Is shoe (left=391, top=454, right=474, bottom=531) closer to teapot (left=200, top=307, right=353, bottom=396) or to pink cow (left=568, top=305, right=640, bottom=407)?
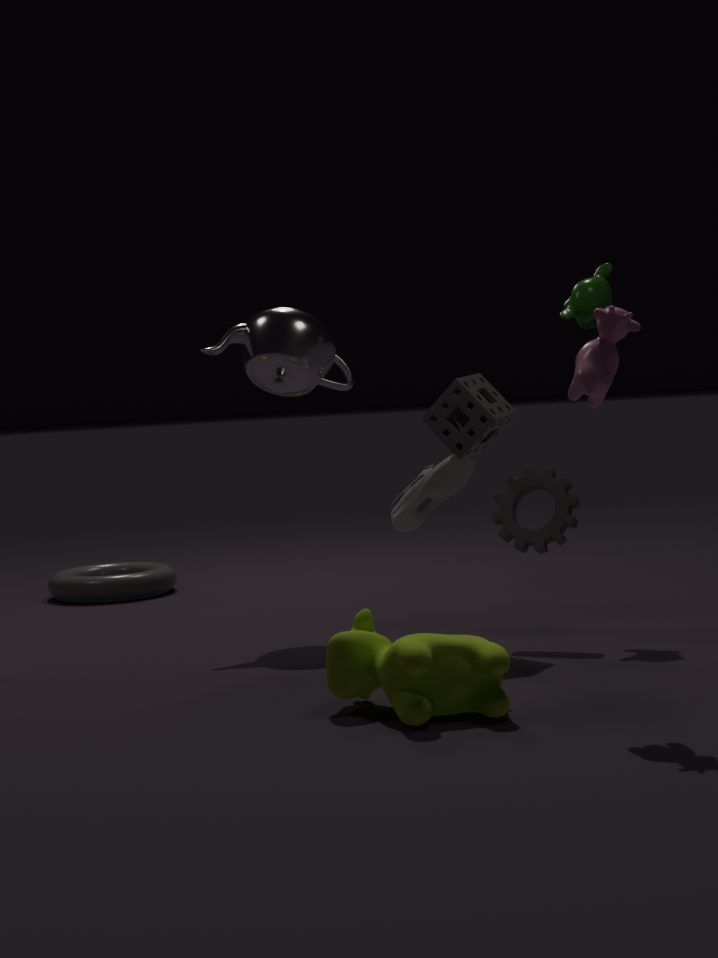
teapot (left=200, top=307, right=353, bottom=396)
